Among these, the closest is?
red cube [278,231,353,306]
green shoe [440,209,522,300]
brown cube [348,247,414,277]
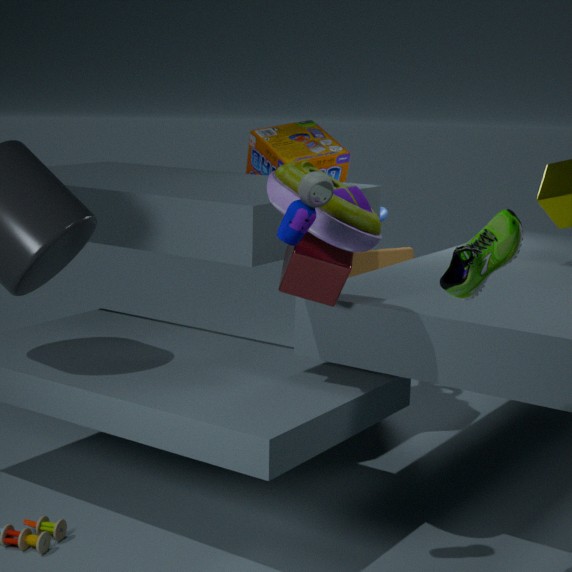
green shoe [440,209,522,300]
